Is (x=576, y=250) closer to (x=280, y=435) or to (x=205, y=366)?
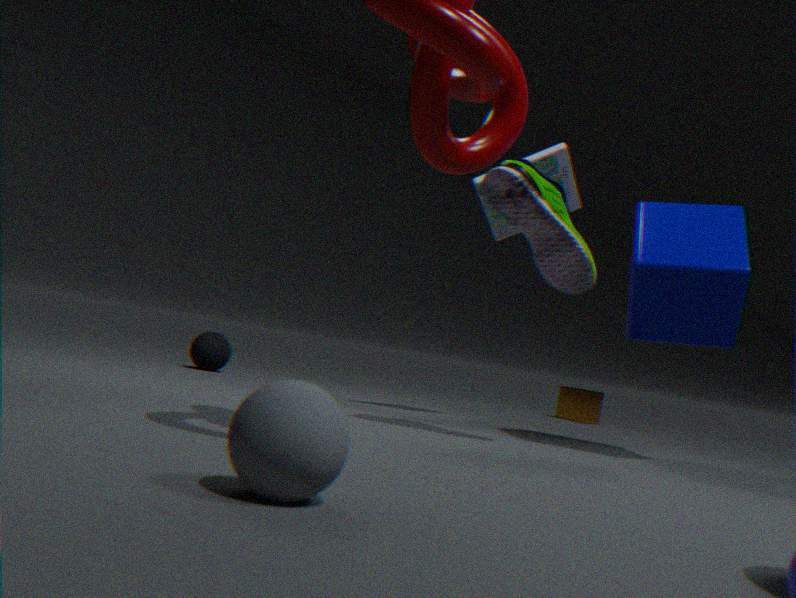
(x=280, y=435)
